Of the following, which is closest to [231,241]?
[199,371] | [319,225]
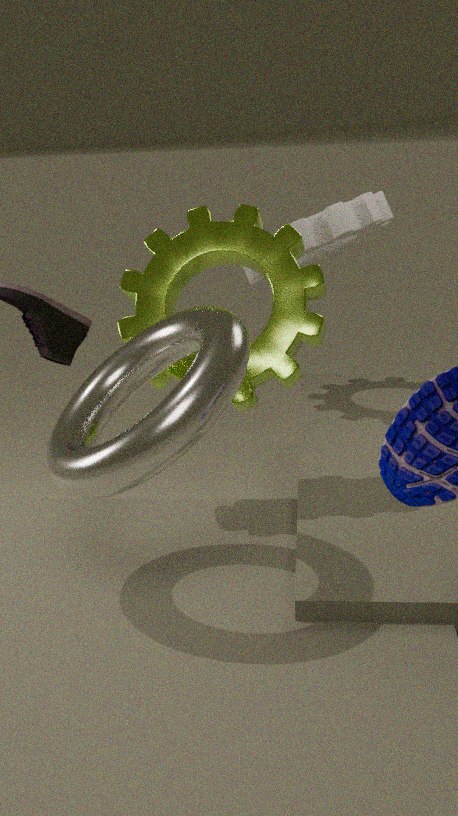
[199,371]
